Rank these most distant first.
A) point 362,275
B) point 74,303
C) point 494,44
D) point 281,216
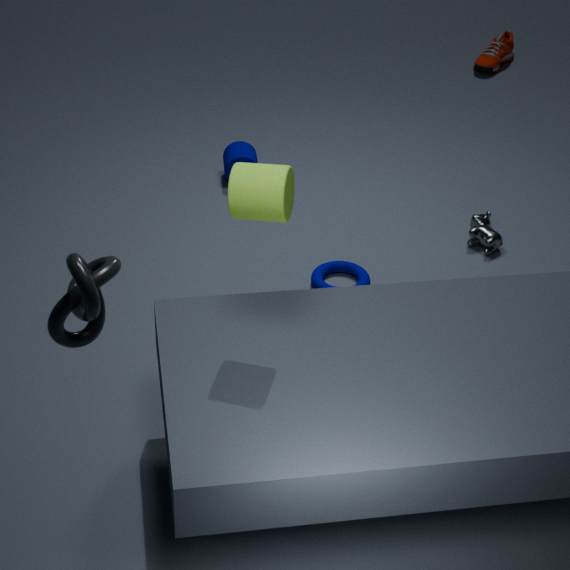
1. point 494,44
2. point 362,275
3. point 281,216
4. point 74,303
